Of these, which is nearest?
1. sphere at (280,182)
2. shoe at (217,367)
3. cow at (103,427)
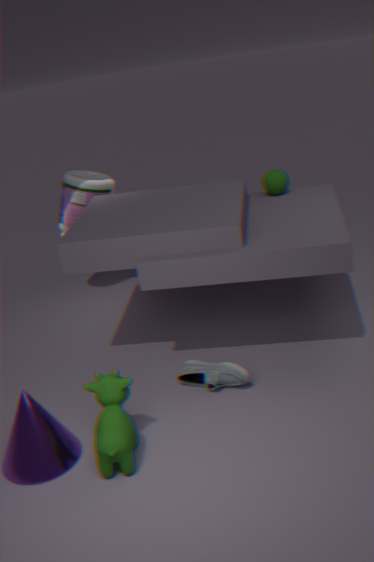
cow at (103,427)
